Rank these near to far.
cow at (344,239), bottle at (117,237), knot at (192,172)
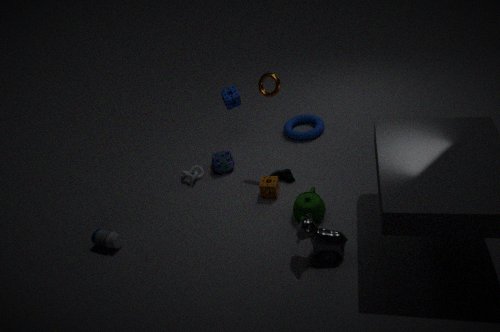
cow at (344,239), bottle at (117,237), knot at (192,172)
